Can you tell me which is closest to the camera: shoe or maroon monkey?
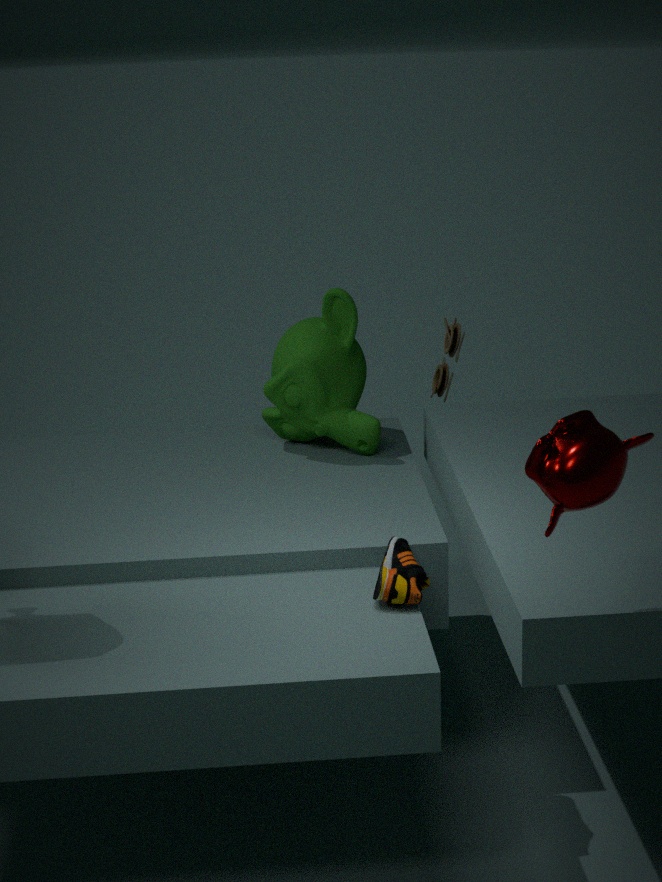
maroon monkey
